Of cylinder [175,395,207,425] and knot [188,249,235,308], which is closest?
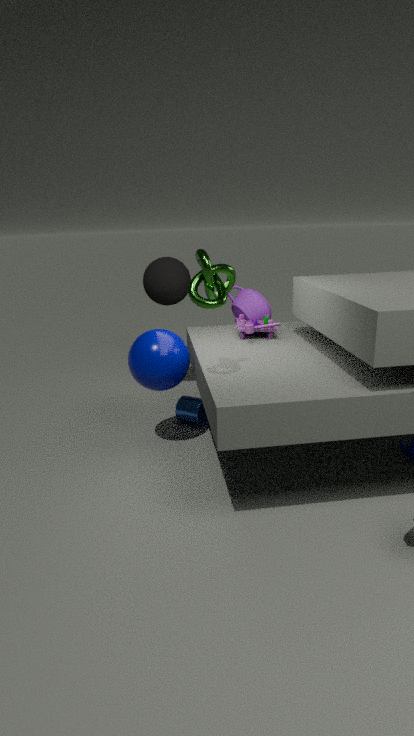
knot [188,249,235,308]
